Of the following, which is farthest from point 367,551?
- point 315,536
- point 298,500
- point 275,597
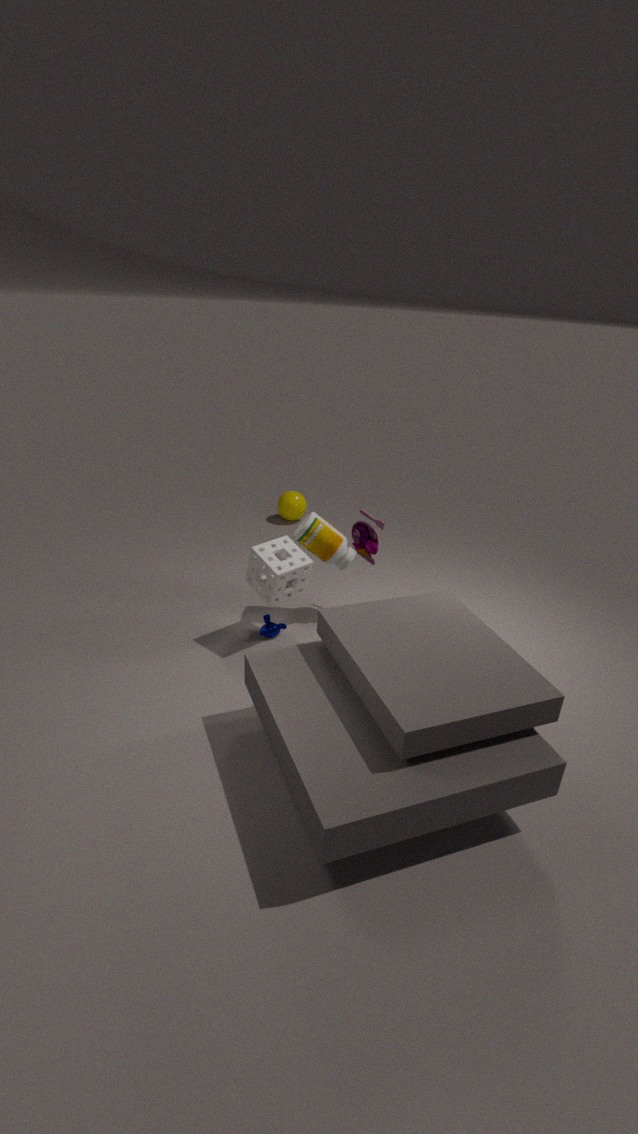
point 298,500
